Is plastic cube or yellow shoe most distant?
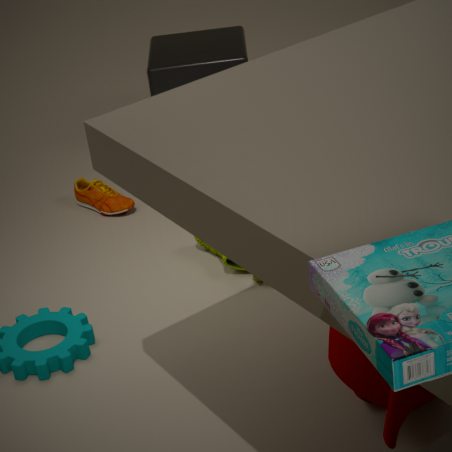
plastic cube
